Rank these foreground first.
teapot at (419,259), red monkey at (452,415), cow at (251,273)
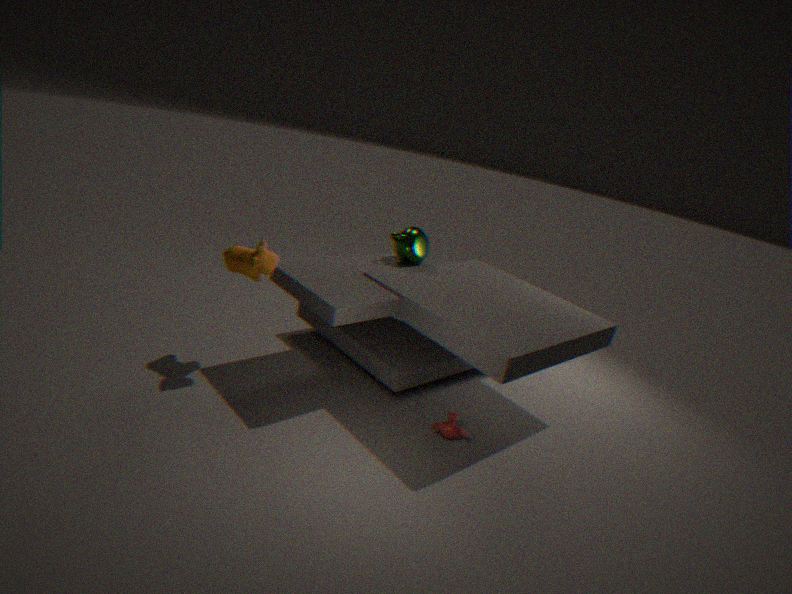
cow at (251,273)
red monkey at (452,415)
teapot at (419,259)
